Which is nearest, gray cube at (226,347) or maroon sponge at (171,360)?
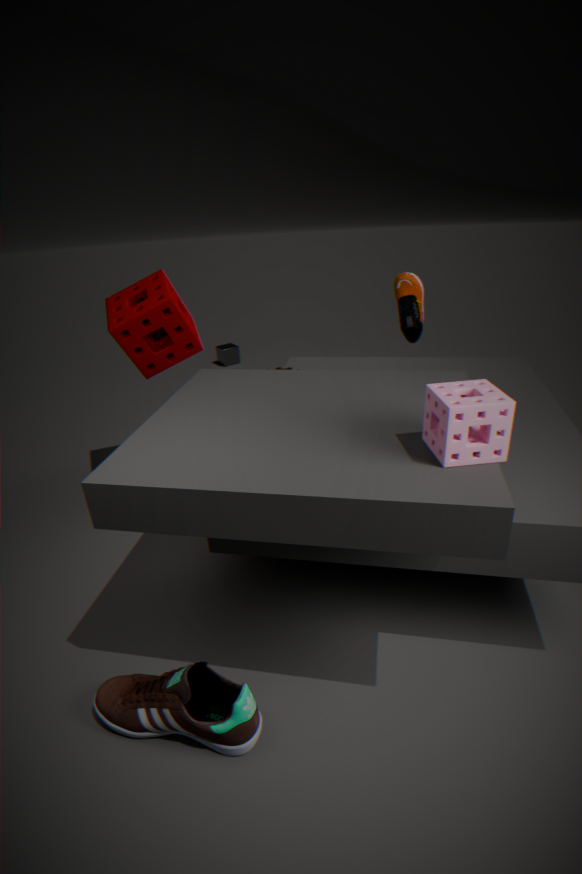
maroon sponge at (171,360)
